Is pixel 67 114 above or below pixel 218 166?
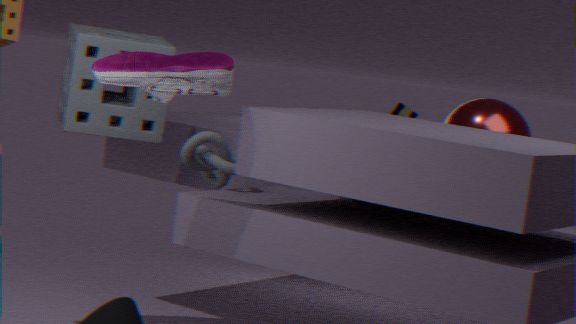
above
